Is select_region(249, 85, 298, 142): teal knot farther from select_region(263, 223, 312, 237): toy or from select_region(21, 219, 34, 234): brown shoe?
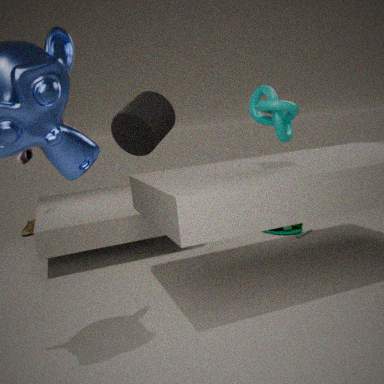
select_region(21, 219, 34, 234): brown shoe
